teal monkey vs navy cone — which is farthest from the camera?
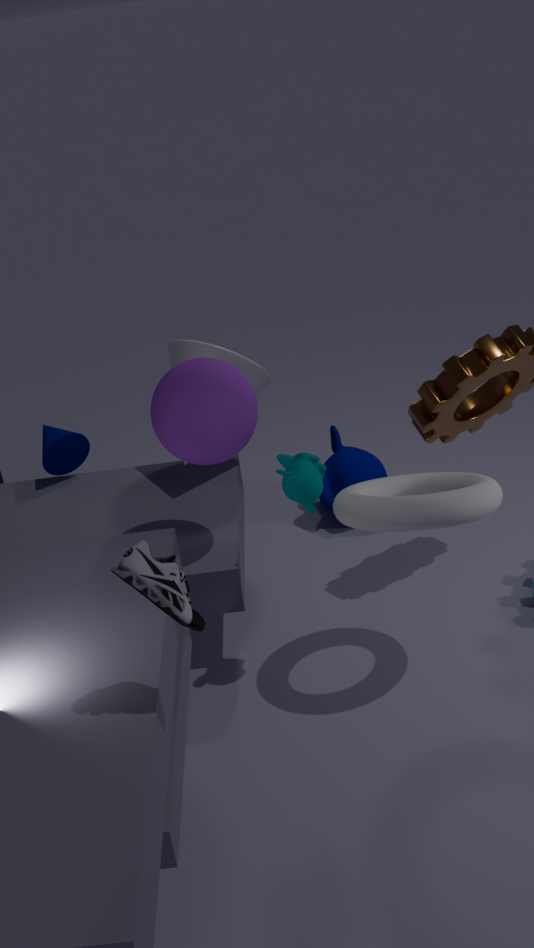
navy cone
